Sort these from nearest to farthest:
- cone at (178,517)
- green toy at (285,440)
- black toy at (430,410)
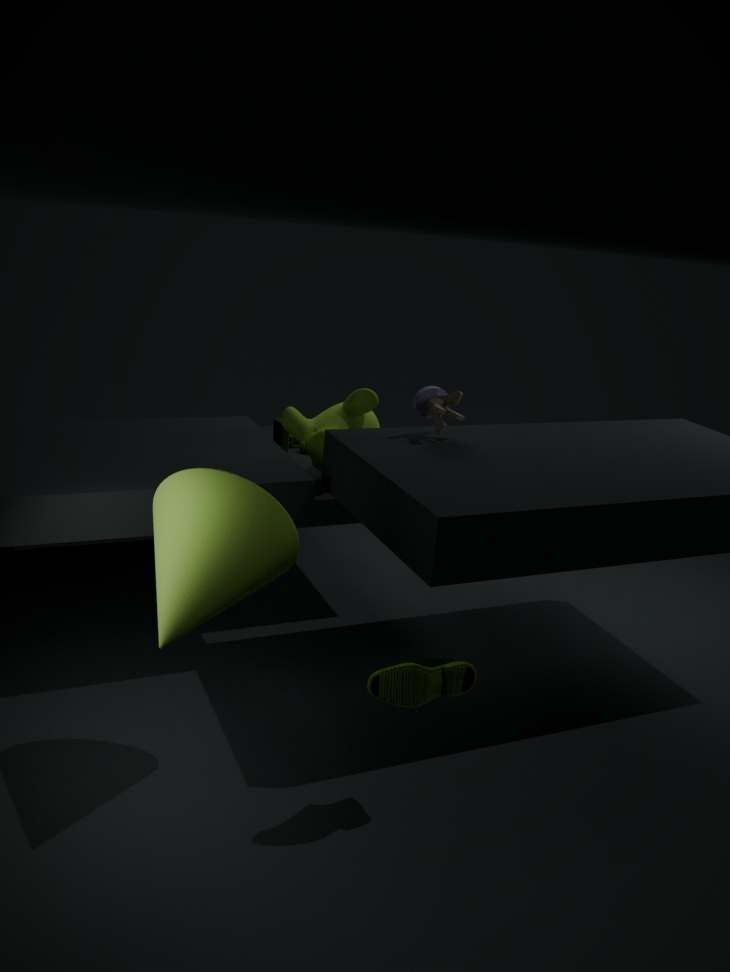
cone at (178,517) → black toy at (430,410) → green toy at (285,440)
